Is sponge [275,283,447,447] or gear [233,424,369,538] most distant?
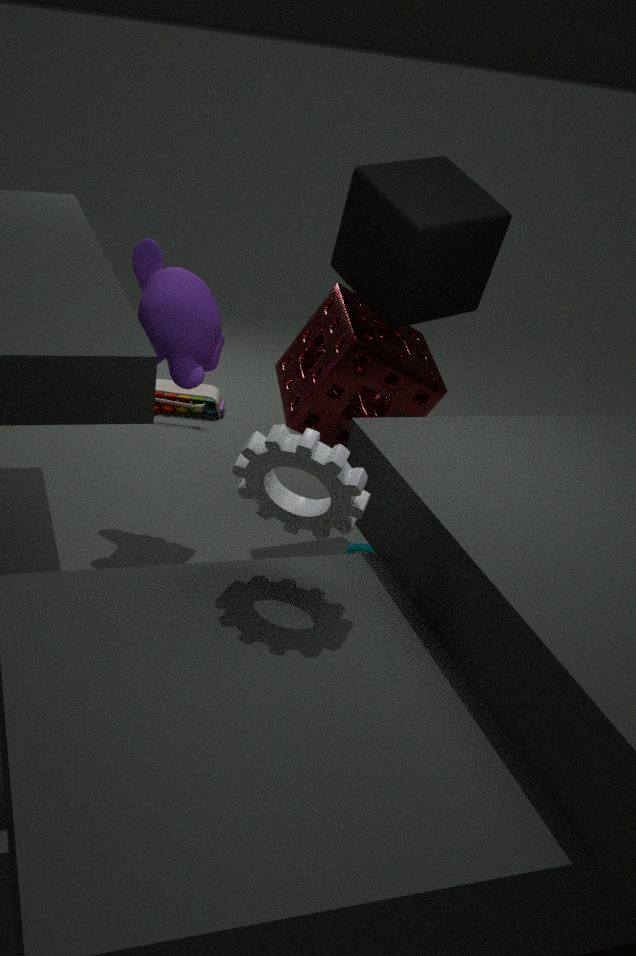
sponge [275,283,447,447]
